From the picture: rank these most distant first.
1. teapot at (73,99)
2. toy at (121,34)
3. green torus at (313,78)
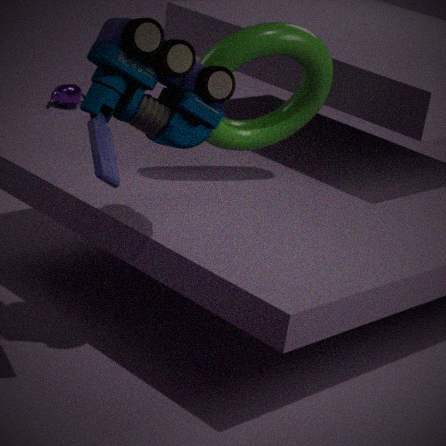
teapot at (73,99) → green torus at (313,78) → toy at (121,34)
